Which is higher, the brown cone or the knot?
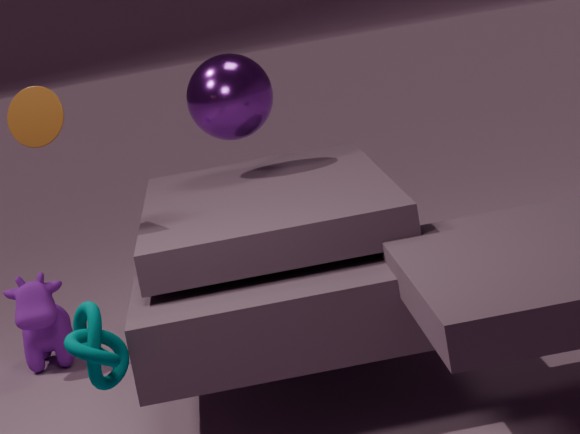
the brown cone
